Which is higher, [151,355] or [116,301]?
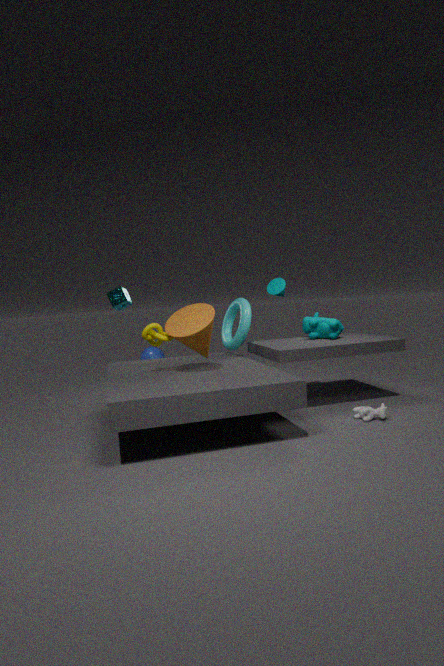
[116,301]
